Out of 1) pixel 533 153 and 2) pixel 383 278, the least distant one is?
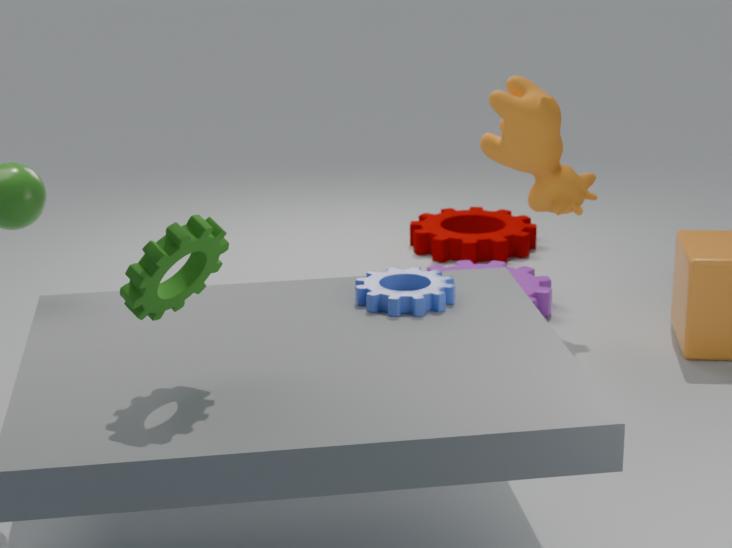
2. pixel 383 278
